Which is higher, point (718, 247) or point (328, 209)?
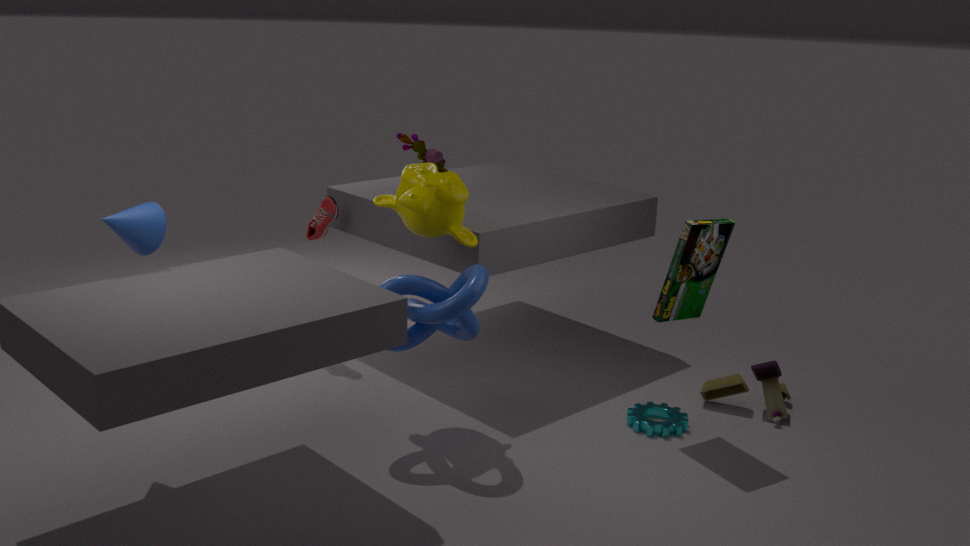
point (718, 247)
